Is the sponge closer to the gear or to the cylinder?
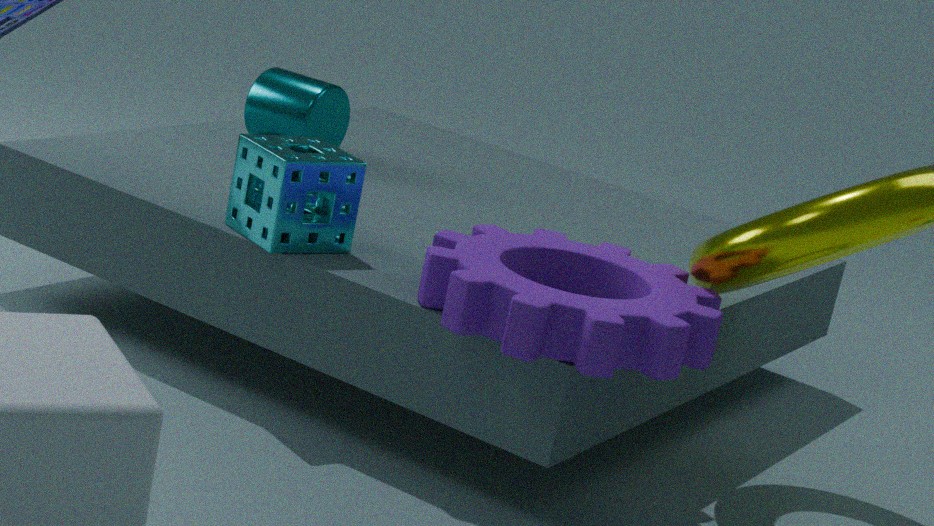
the gear
